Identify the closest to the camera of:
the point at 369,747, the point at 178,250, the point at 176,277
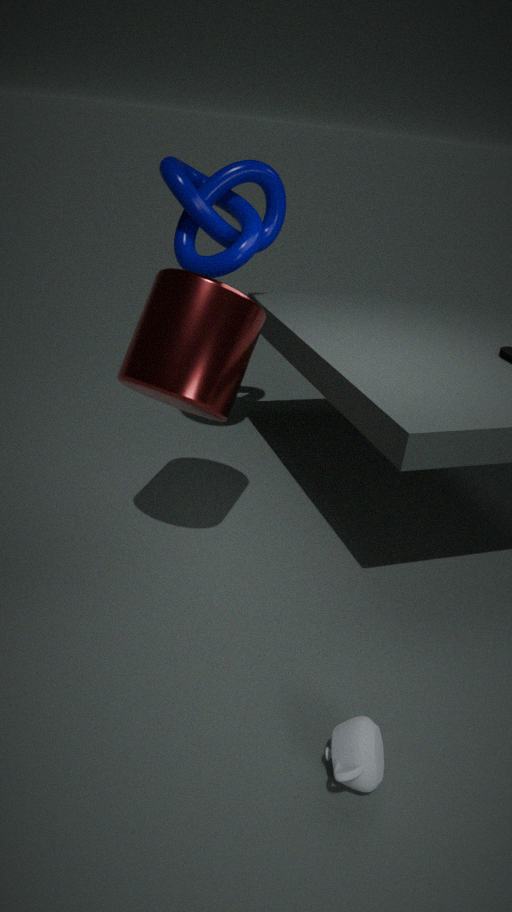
the point at 369,747
